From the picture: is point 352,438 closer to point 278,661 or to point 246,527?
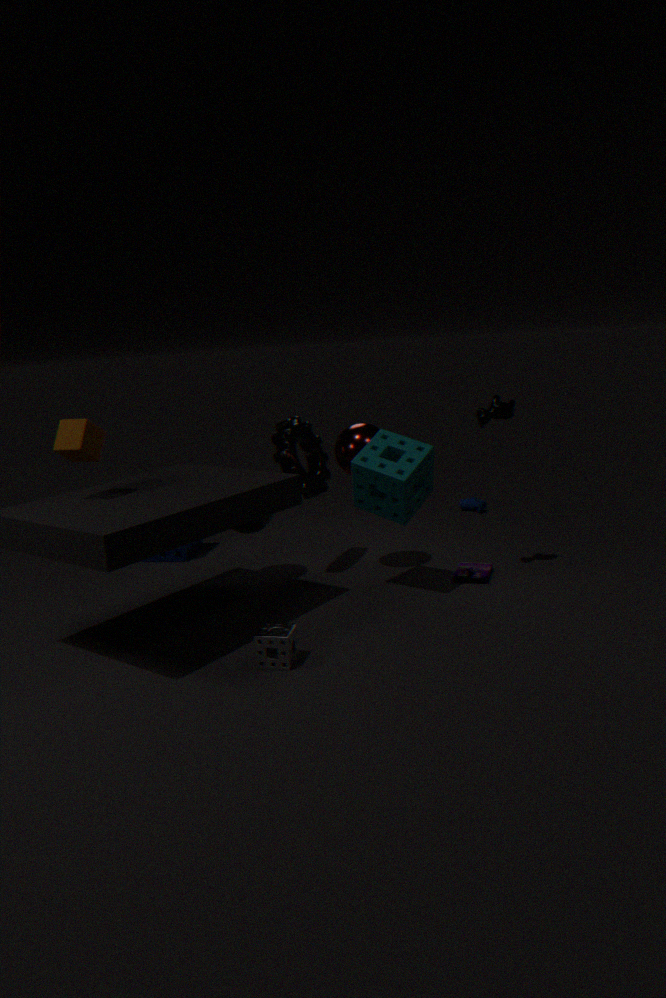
point 246,527
